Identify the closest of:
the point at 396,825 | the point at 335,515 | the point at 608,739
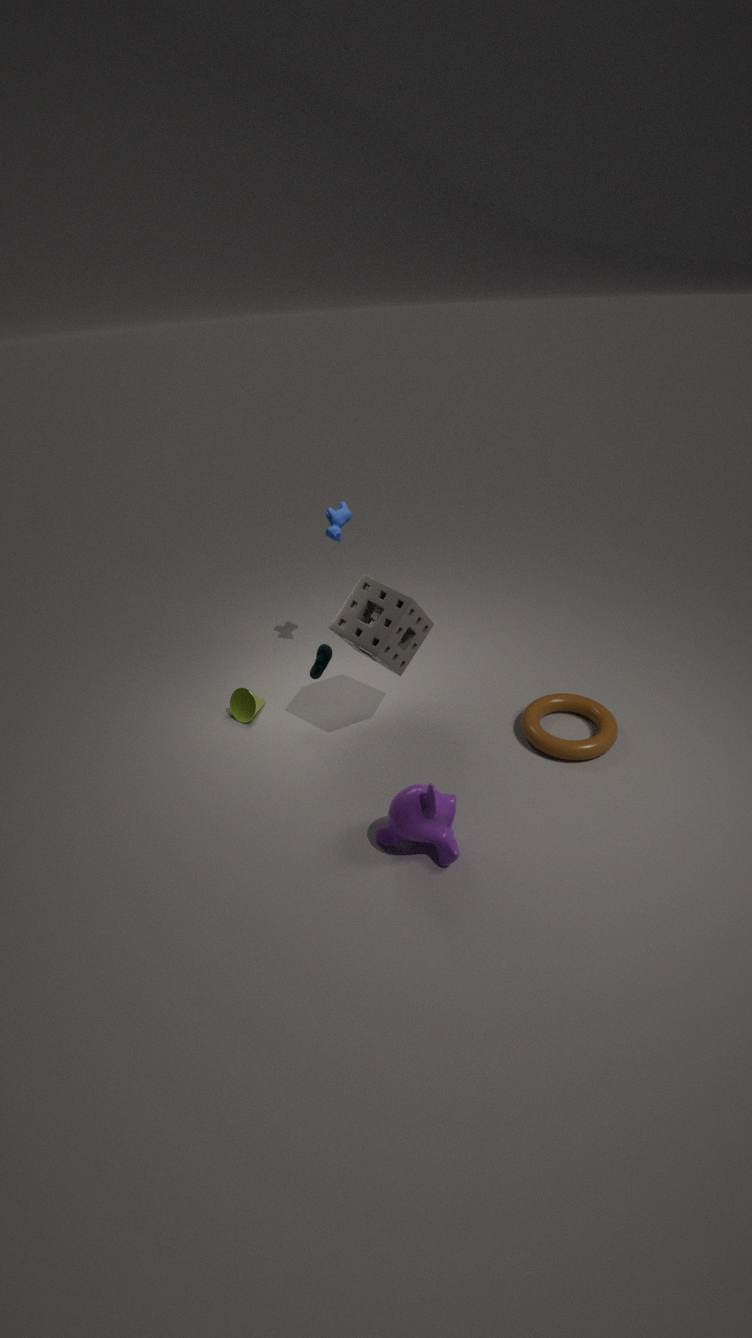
the point at 396,825
